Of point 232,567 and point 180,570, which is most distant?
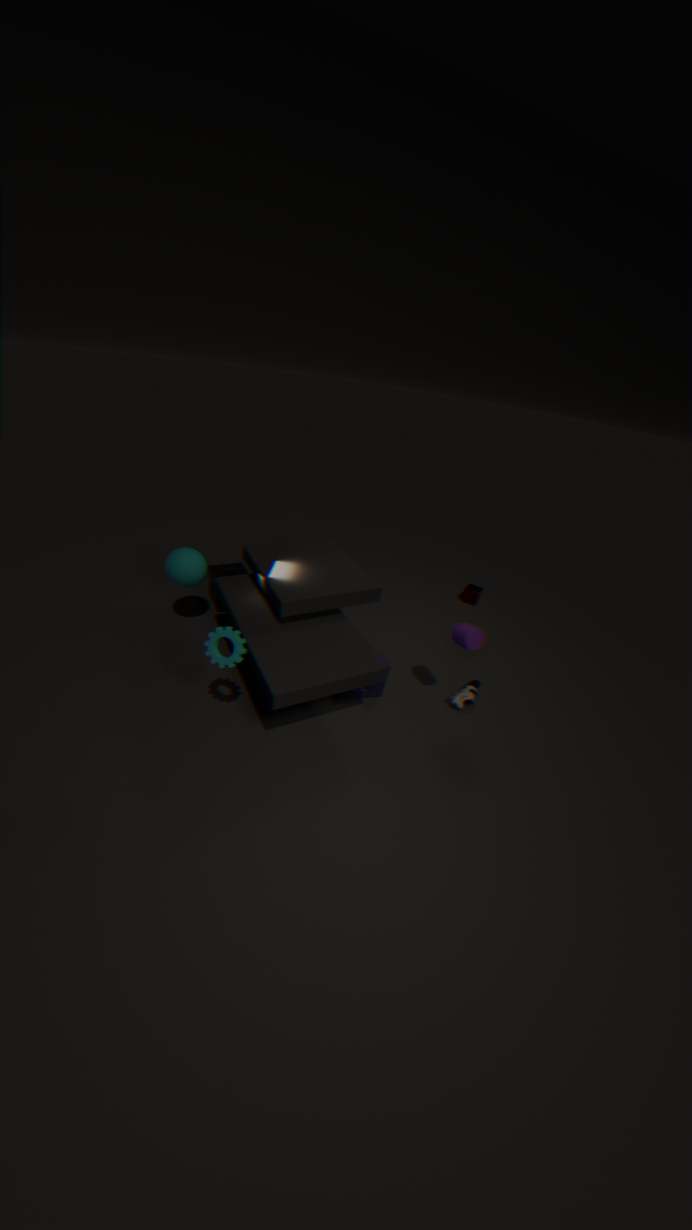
point 232,567
